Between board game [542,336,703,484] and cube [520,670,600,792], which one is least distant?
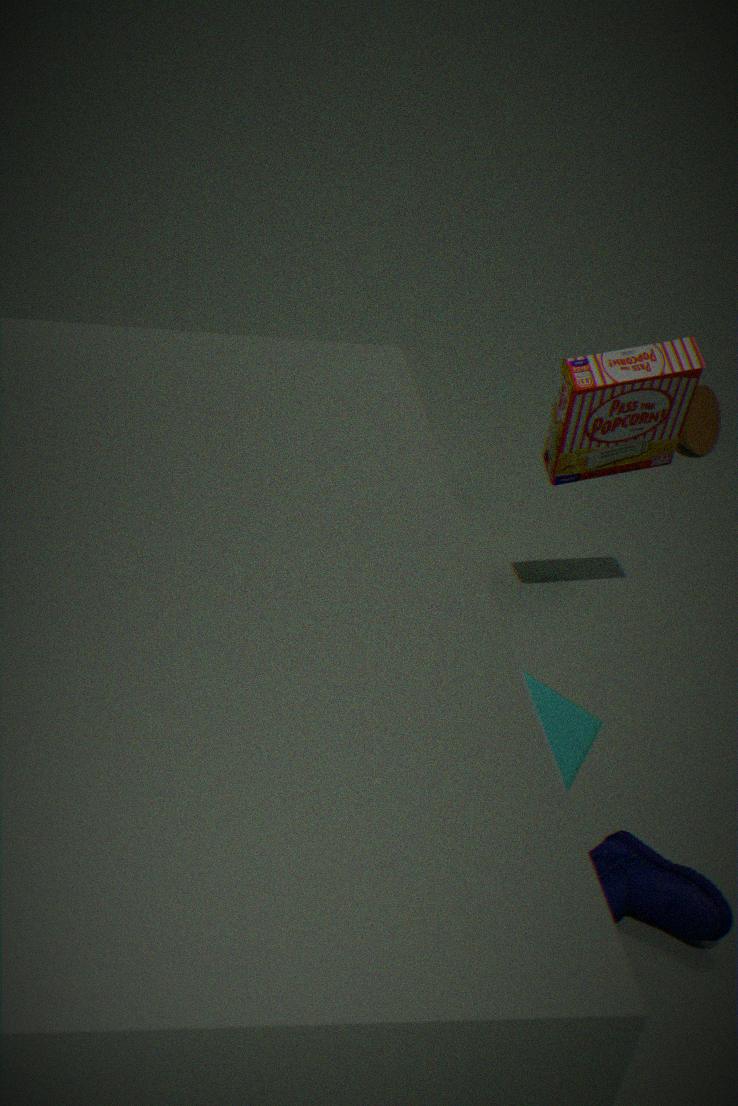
cube [520,670,600,792]
